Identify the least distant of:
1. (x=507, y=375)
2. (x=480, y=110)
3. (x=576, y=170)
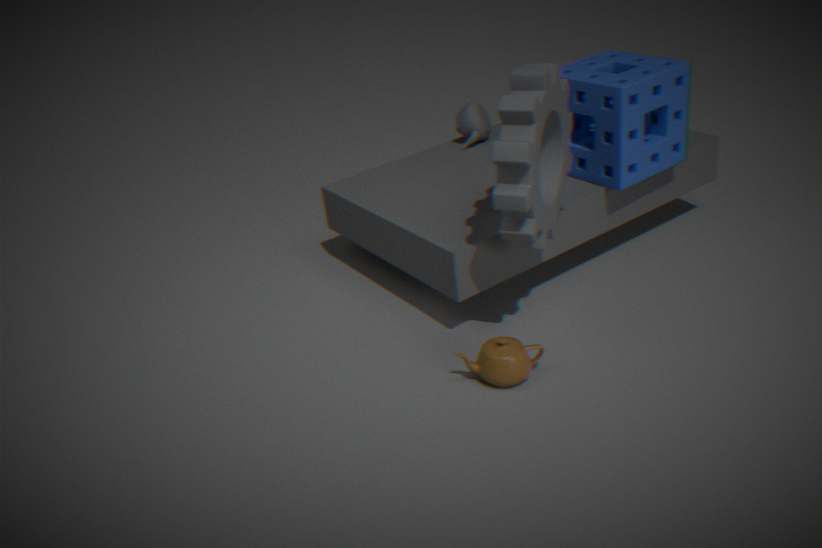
(x=507, y=375)
